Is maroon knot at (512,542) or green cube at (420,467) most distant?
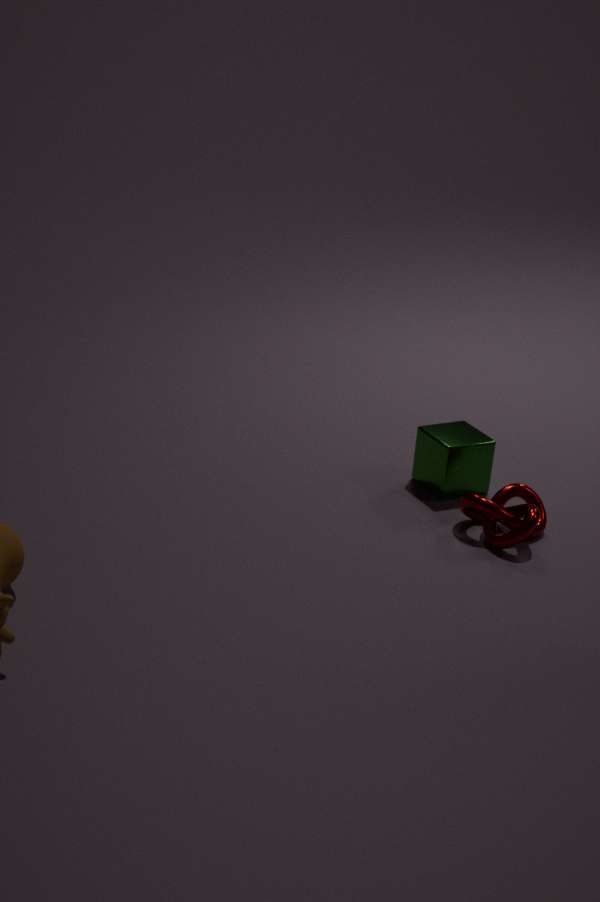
green cube at (420,467)
